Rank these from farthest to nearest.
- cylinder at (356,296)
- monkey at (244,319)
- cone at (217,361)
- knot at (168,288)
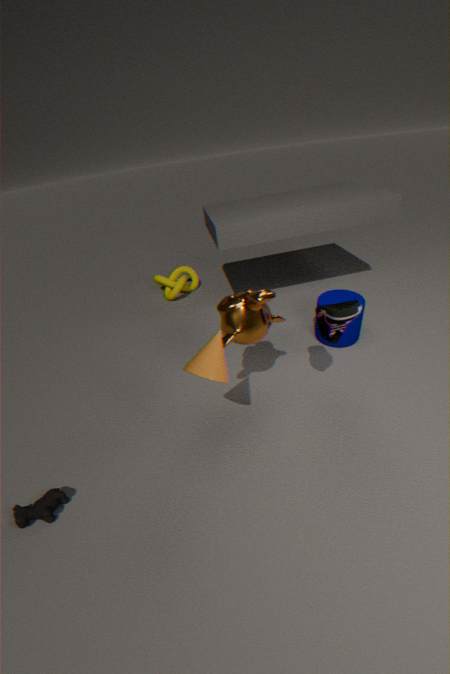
knot at (168,288), cylinder at (356,296), monkey at (244,319), cone at (217,361)
